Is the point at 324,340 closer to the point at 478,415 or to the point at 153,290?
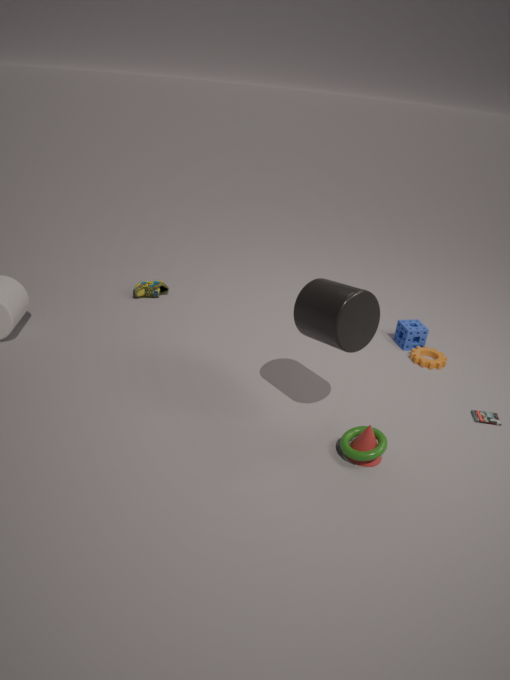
the point at 478,415
